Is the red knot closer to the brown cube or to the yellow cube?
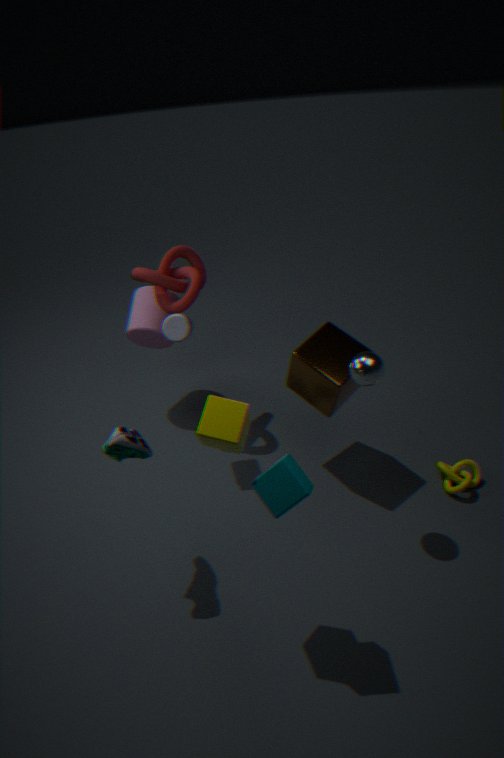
the brown cube
